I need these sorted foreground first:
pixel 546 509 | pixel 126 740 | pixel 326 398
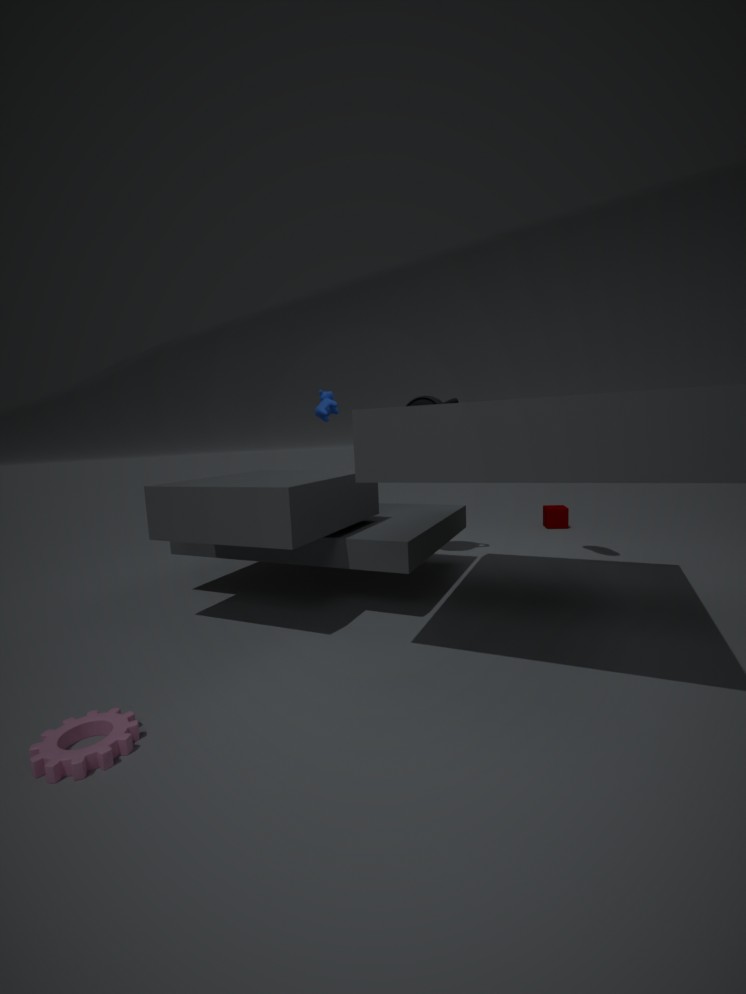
pixel 126 740 → pixel 326 398 → pixel 546 509
